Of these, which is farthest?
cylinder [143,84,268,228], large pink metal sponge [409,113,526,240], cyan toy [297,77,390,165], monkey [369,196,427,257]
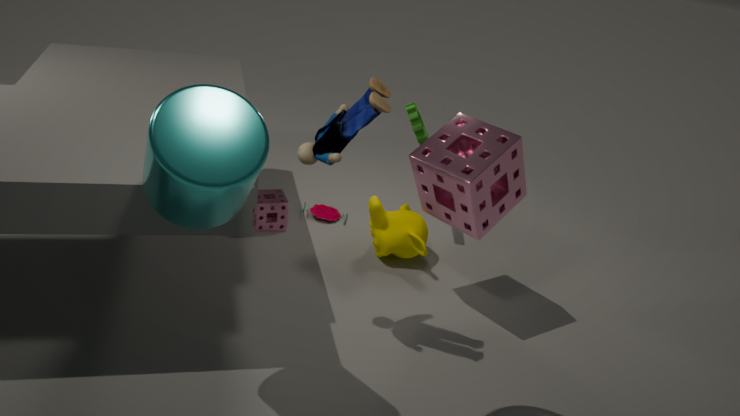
monkey [369,196,427,257]
